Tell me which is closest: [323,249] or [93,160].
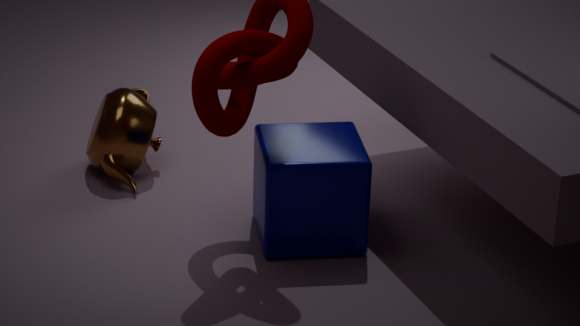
[323,249]
